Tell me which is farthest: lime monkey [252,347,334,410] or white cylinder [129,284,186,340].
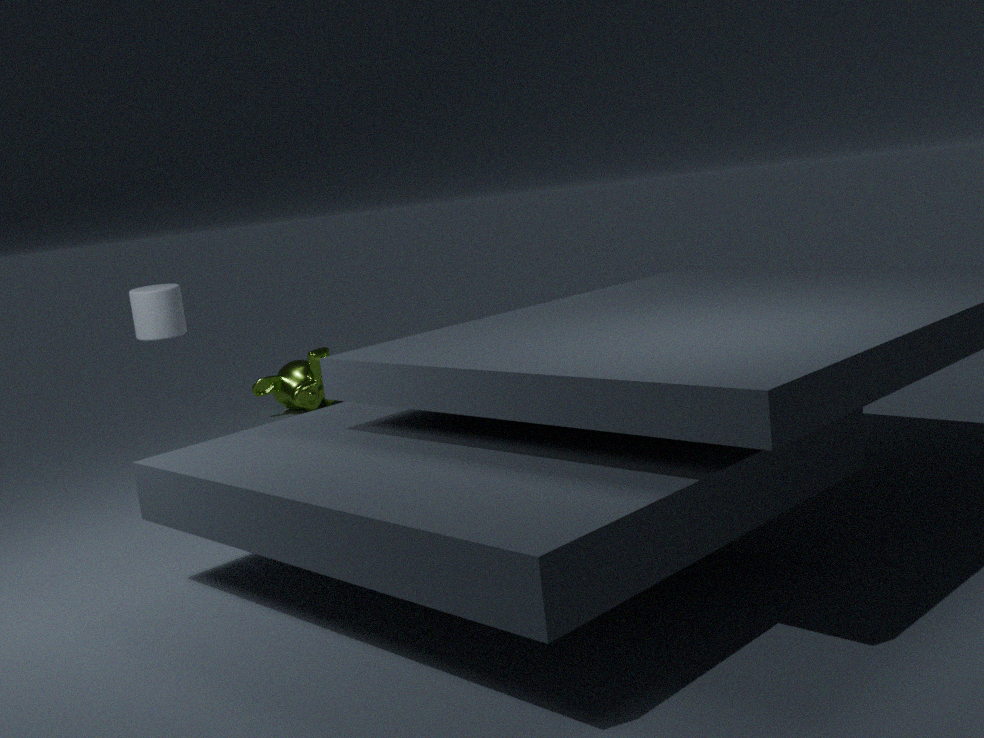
lime monkey [252,347,334,410]
